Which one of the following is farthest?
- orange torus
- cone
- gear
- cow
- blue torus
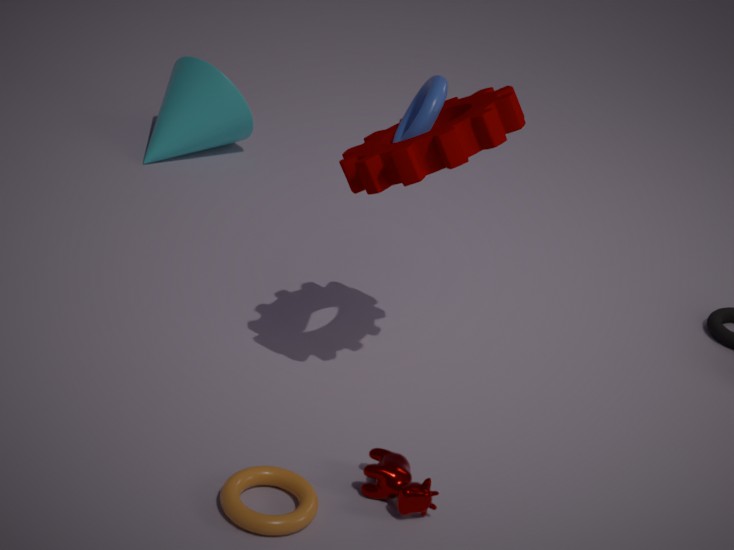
cone
